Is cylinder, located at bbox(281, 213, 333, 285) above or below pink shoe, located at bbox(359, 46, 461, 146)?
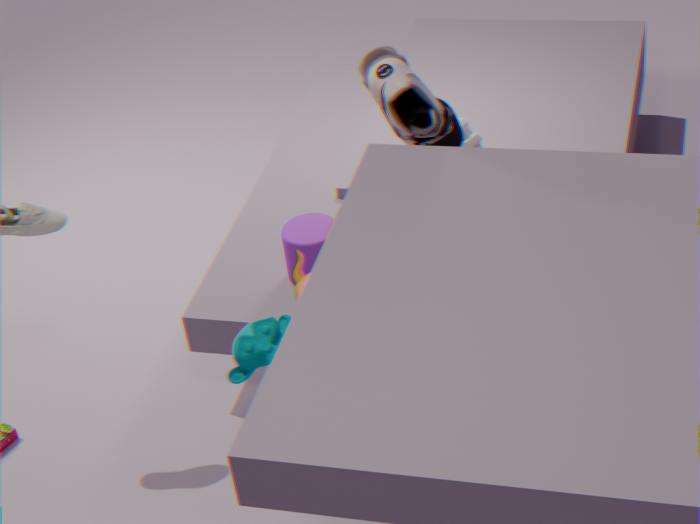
below
